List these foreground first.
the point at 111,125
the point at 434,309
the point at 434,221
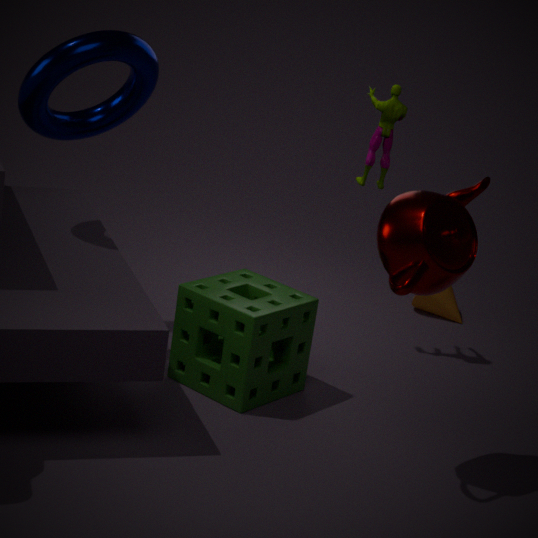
1. the point at 434,221
2. the point at 111,125
3. the point at 434,309
